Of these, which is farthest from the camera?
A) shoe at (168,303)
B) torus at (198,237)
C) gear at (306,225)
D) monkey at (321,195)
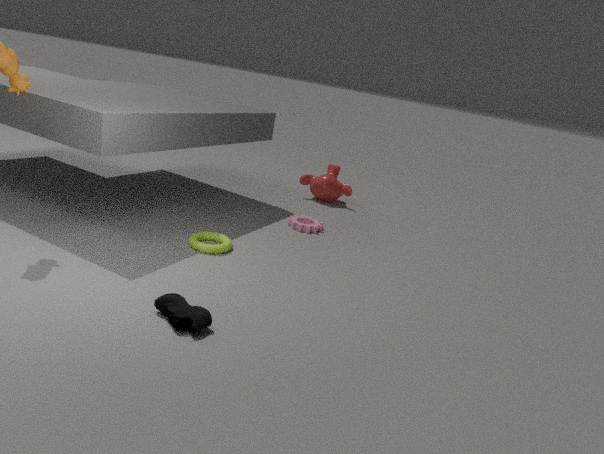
monkey at (321,195)
